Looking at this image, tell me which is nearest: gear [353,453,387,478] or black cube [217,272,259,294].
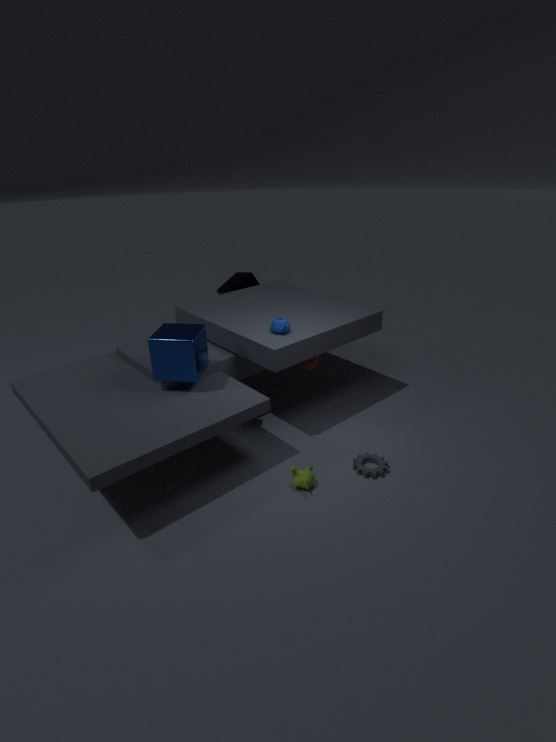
gear [353,453,387,478]
